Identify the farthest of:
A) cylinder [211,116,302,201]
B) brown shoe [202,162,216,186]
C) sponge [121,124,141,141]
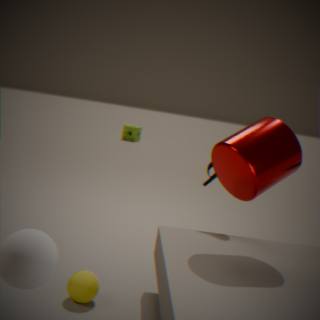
sponge [121,124,141,141]
